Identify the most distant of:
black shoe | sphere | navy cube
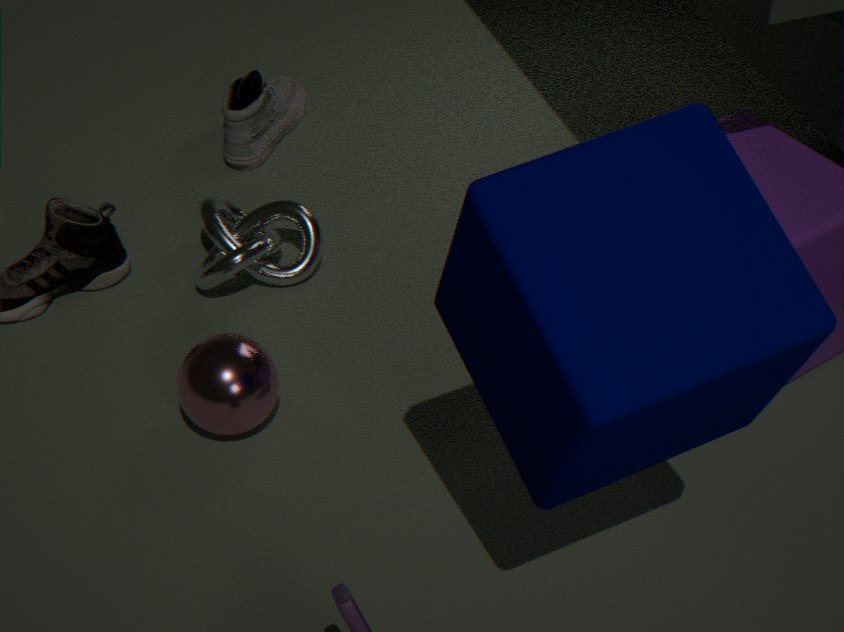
black shoe
